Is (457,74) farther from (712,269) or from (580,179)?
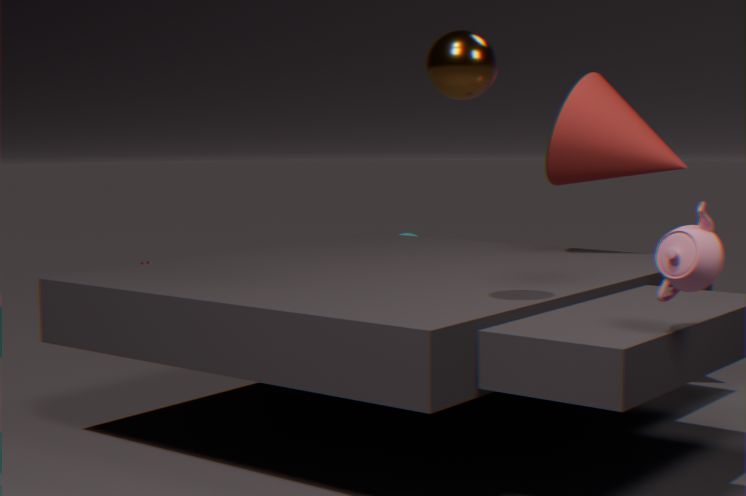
(580,179)
